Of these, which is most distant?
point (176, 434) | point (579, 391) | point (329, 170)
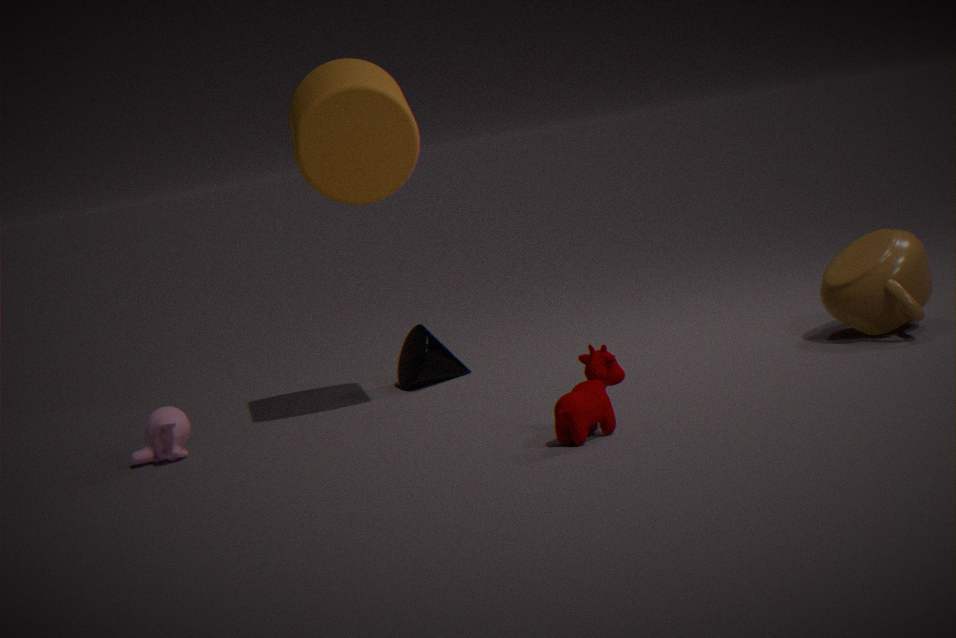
point (176, 434)
